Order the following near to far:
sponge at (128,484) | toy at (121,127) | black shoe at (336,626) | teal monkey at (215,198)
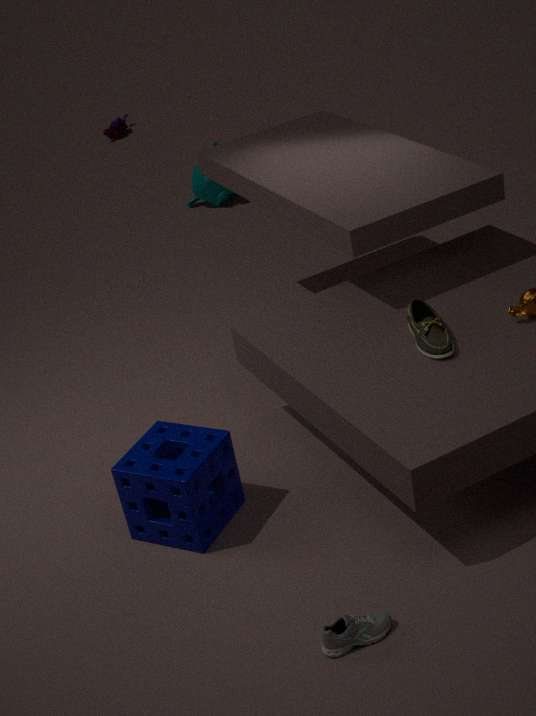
black shoe at (336,626) < sponge at (128,484) < teal monkey at (215,198) < toy at (121,127)
